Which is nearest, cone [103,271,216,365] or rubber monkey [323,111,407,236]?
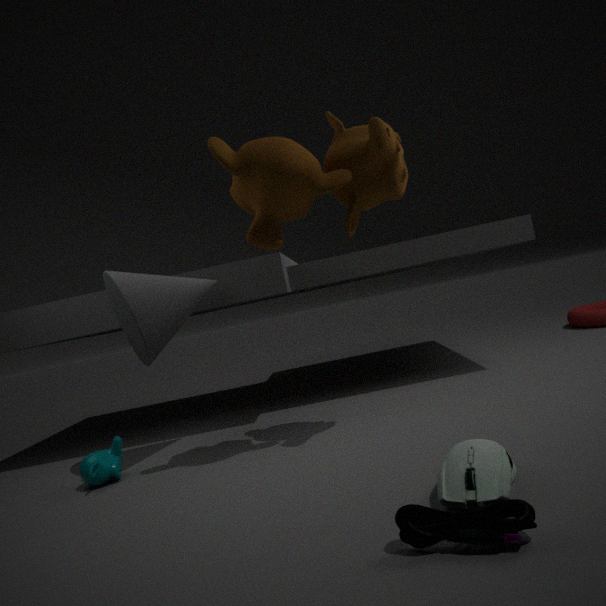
rubber monkey [323,111,407,236]
